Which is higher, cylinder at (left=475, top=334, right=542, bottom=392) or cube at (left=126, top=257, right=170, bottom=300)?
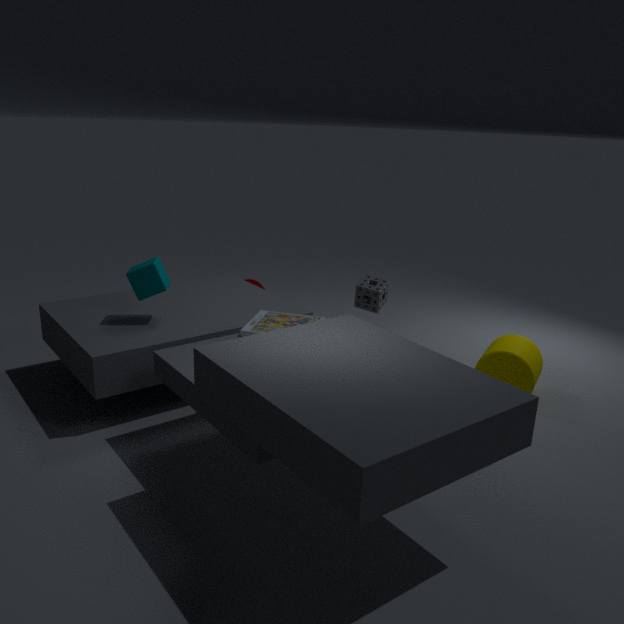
cube at (left=126, top=257, right=170, bottom=300)
